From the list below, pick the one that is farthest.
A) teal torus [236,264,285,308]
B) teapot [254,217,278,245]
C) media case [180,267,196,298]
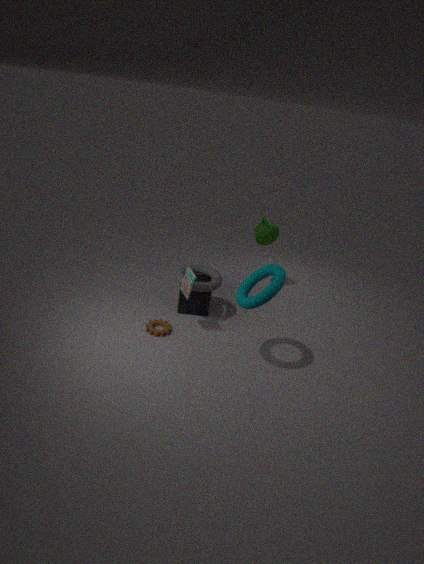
teapot [254,217,278,245]
